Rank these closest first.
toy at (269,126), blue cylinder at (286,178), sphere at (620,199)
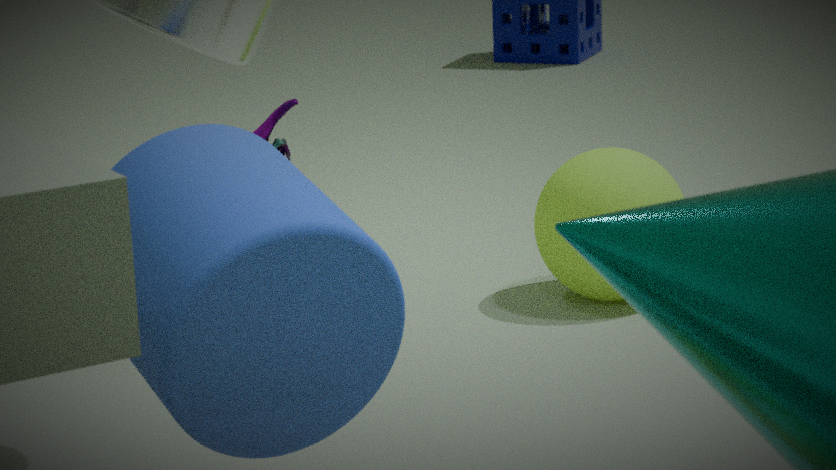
blue cylinder at (286,178) < toy at (269,126) < sphere at (620,199)
